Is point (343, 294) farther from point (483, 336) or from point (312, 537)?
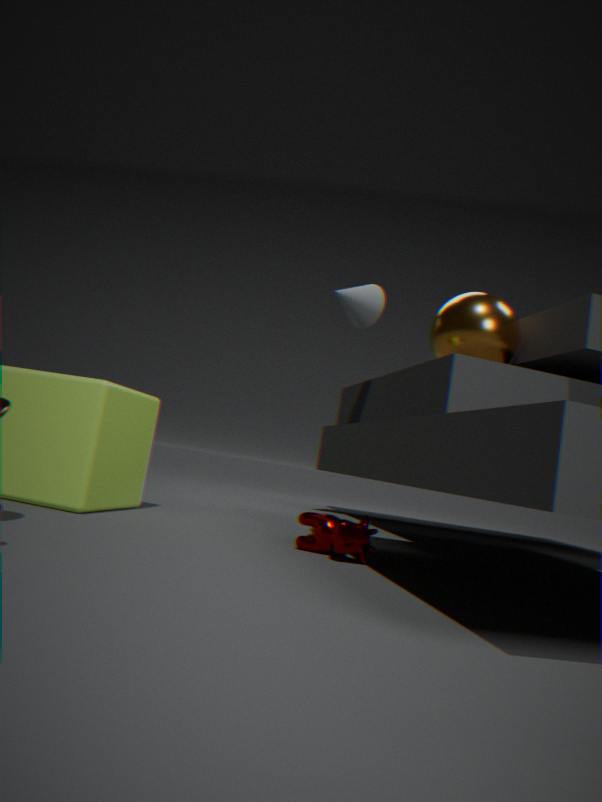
point (312, 537)
